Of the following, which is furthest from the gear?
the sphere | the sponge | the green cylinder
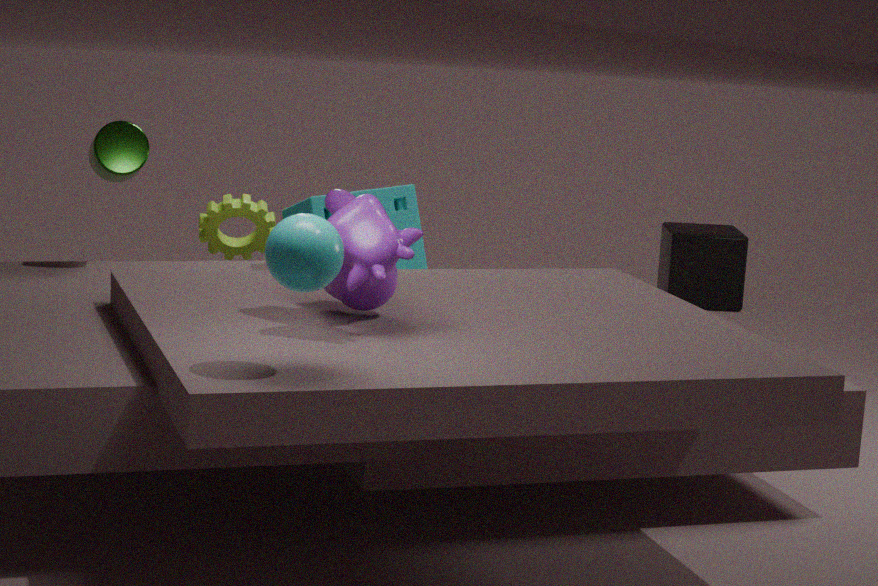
the sphere
